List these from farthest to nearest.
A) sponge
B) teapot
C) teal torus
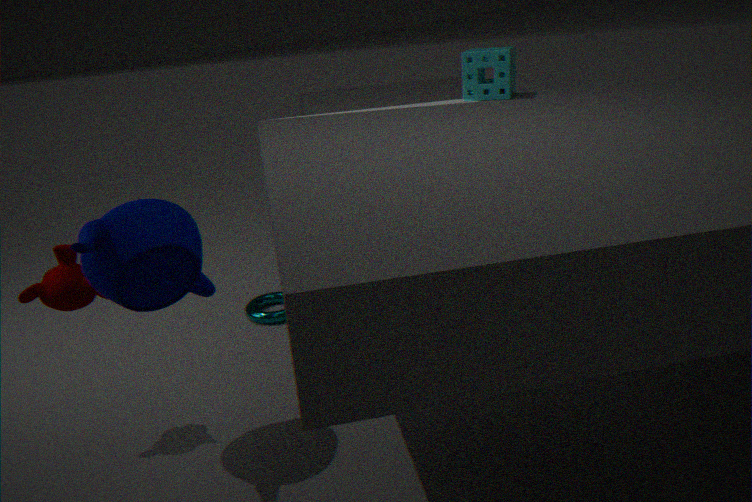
teal torus
sponge
teapot
